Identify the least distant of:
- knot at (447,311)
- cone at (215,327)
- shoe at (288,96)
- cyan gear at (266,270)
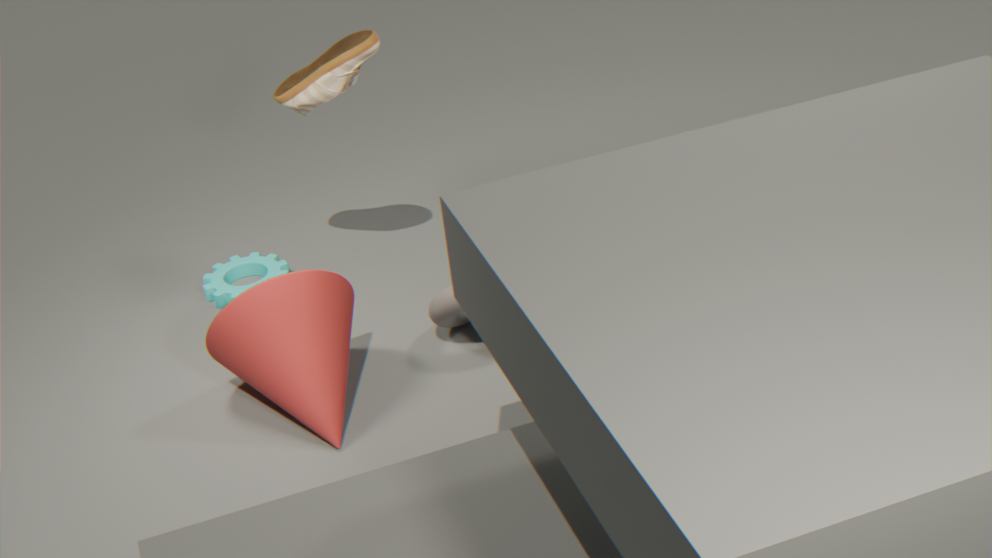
cone at (215,327)
